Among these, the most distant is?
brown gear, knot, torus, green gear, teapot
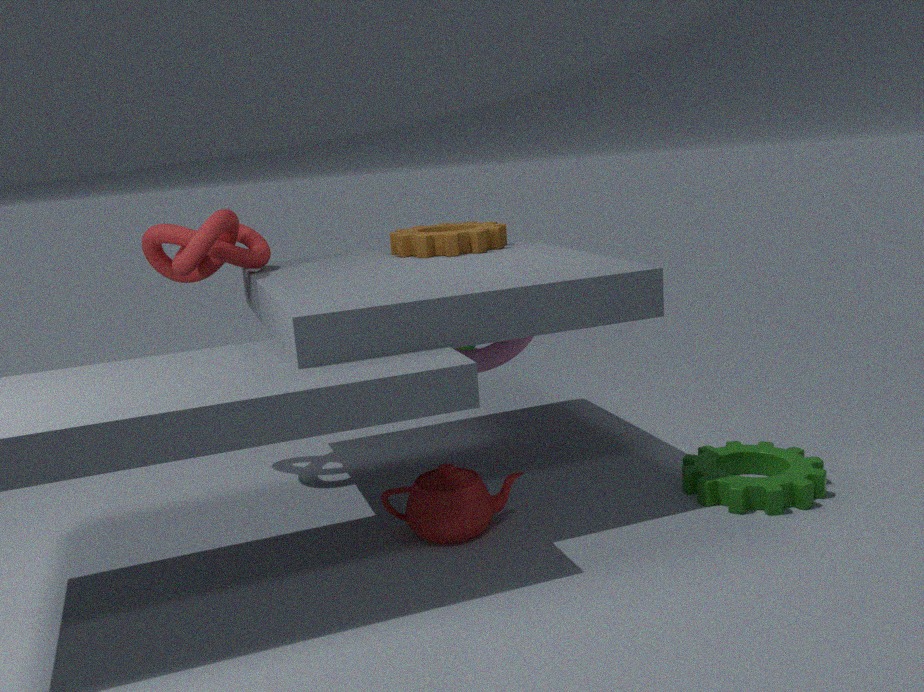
torus
